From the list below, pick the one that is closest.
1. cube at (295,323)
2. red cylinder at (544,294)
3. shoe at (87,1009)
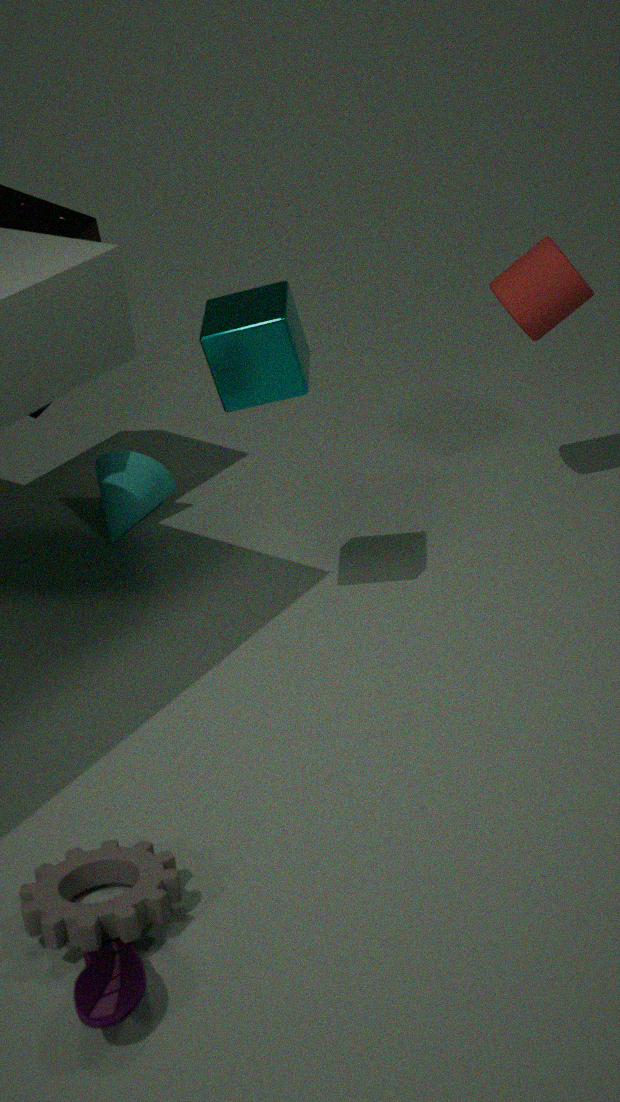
shoe at (87,1009)
